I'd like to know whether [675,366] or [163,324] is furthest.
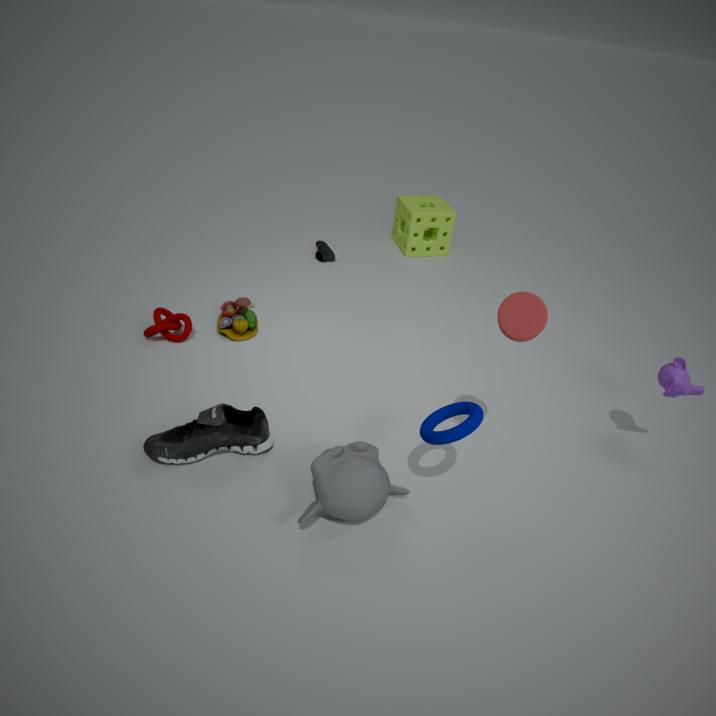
[163,324]
